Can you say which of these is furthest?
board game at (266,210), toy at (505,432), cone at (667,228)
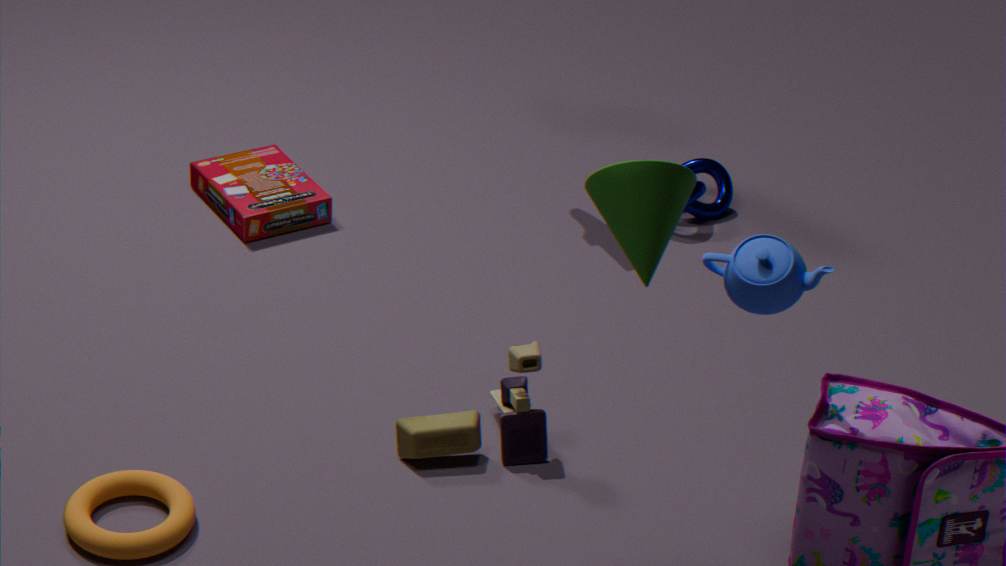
board game at (266,210)
